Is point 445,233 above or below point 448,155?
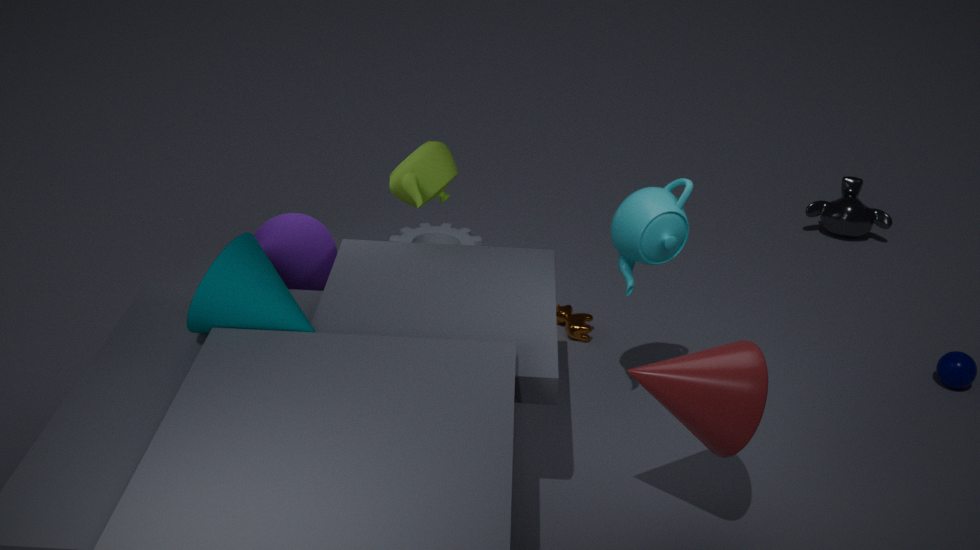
below
